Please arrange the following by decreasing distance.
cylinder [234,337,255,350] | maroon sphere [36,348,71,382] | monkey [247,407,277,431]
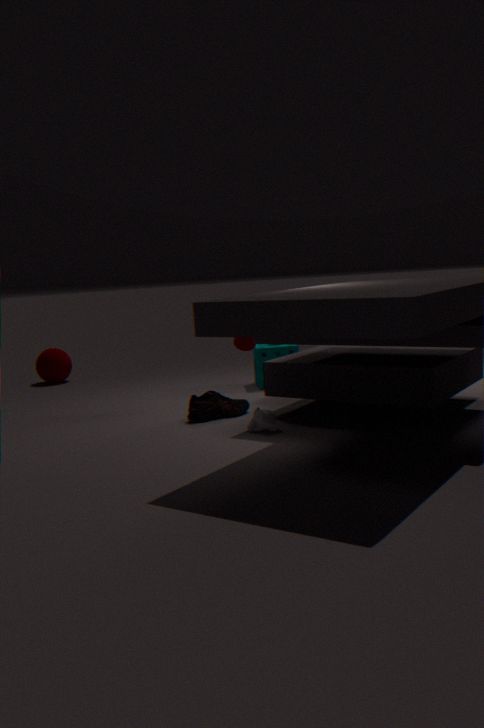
maroon sphere [36,348,71,382]
cylinder [234,337,255,350]
monkey [247,407,277,431]
